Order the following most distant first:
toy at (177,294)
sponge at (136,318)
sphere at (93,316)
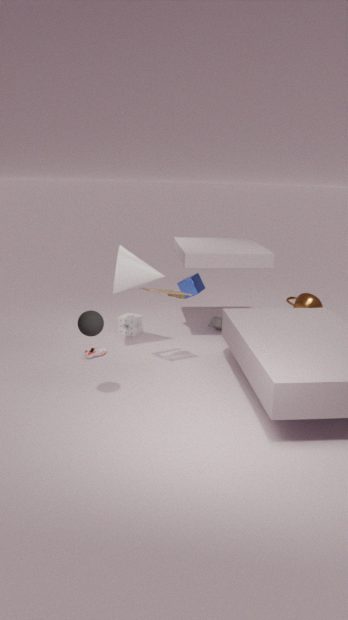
sponge at (136,318), toy at (177,294), sphere at (93,316)
